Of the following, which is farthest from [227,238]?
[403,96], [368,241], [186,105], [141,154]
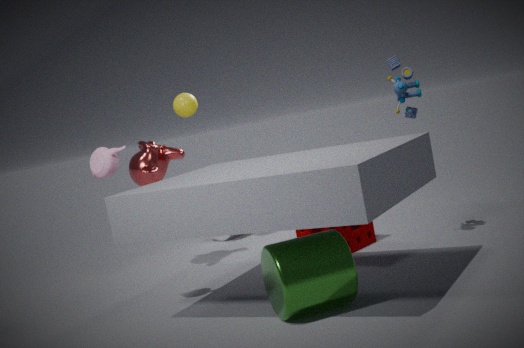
[403,96]
